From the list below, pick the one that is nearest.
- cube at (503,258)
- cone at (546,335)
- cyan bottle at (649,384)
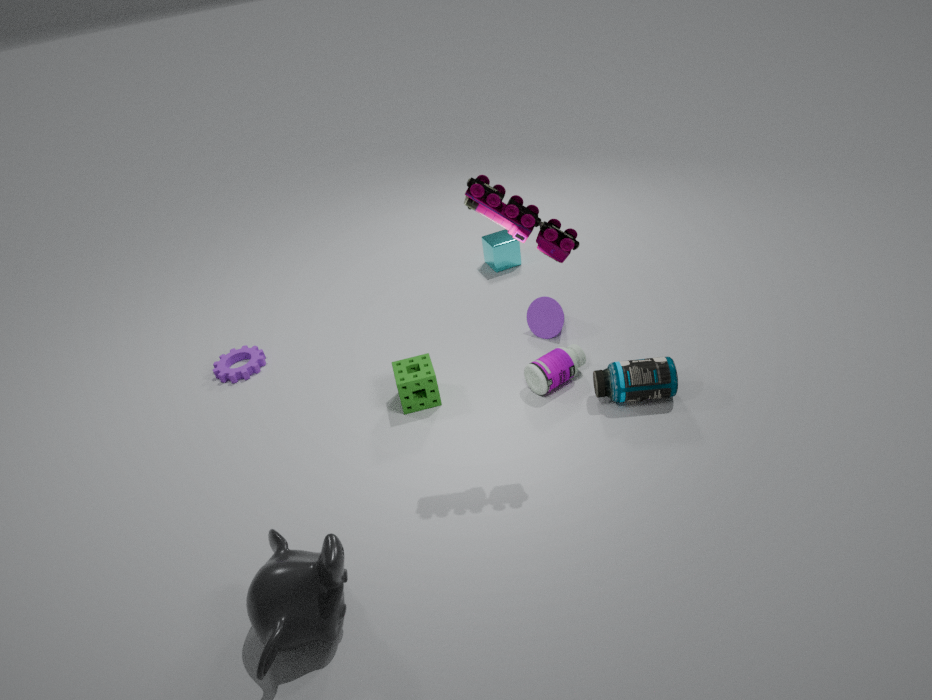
cyan bottle at (649,384)
